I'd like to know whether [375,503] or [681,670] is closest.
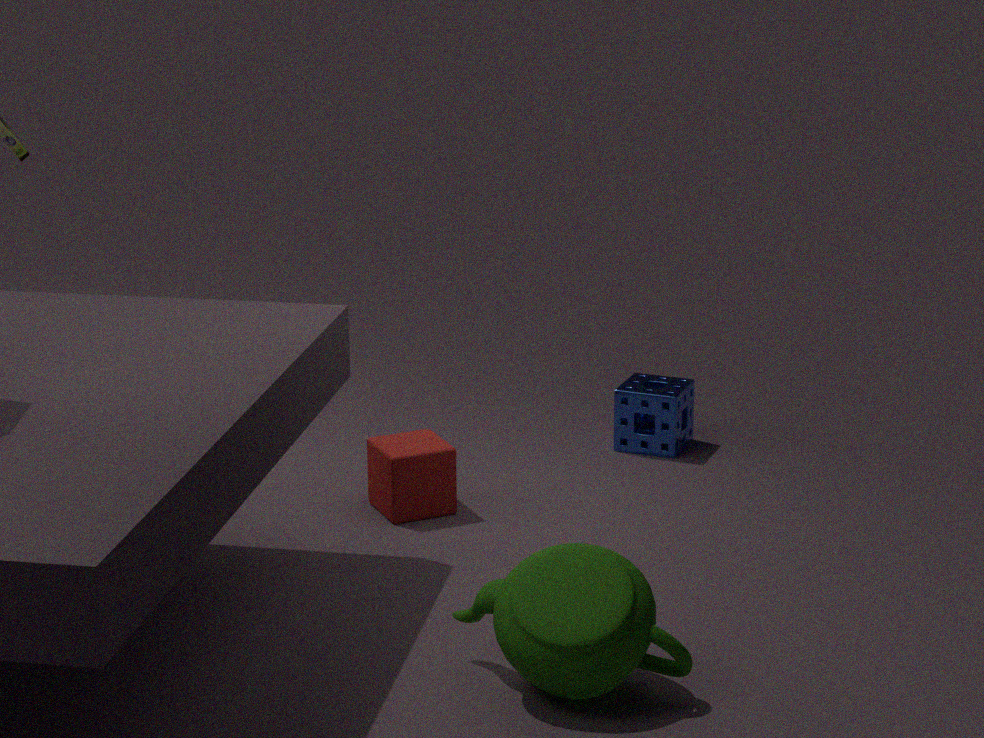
[681,670]
